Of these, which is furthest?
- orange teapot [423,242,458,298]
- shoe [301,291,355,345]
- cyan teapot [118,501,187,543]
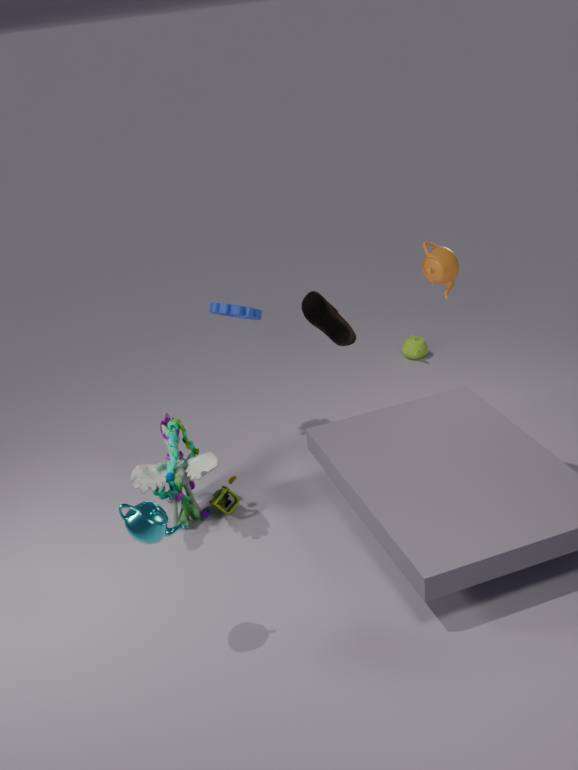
shoe [301,291,355,345]
